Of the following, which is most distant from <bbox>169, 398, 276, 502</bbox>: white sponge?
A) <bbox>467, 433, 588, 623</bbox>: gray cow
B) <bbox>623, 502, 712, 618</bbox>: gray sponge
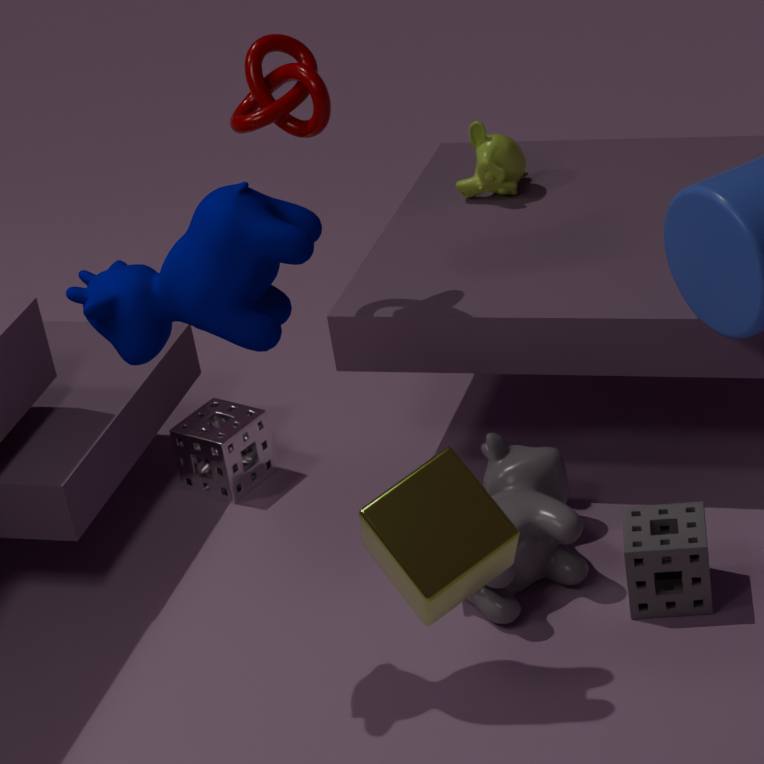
<bbox>623, 502, 712, 618</bbox>: gray sponge
